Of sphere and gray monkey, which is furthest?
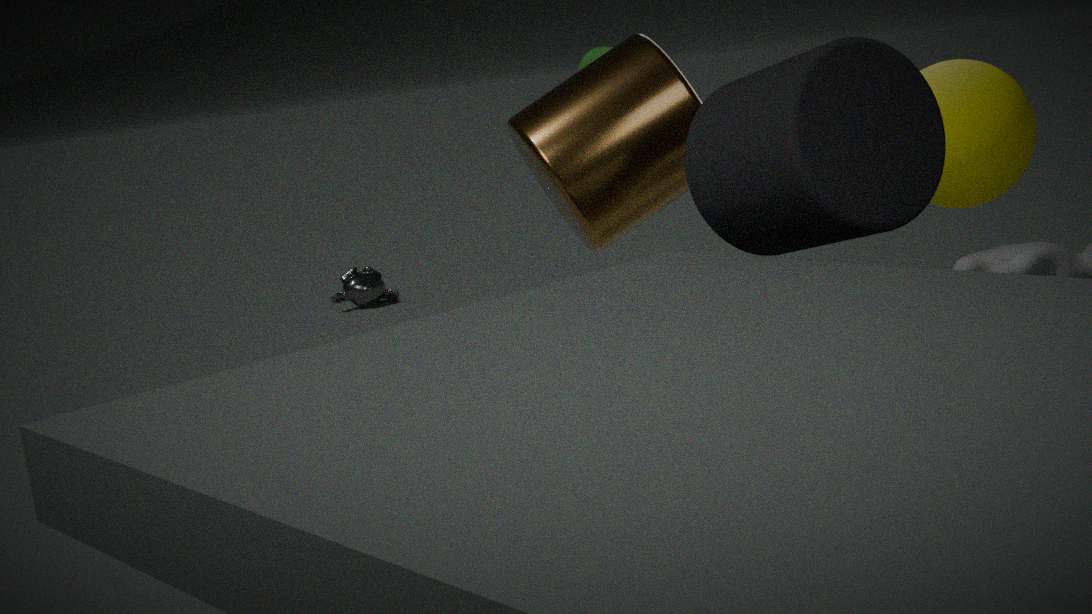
gray monkey
